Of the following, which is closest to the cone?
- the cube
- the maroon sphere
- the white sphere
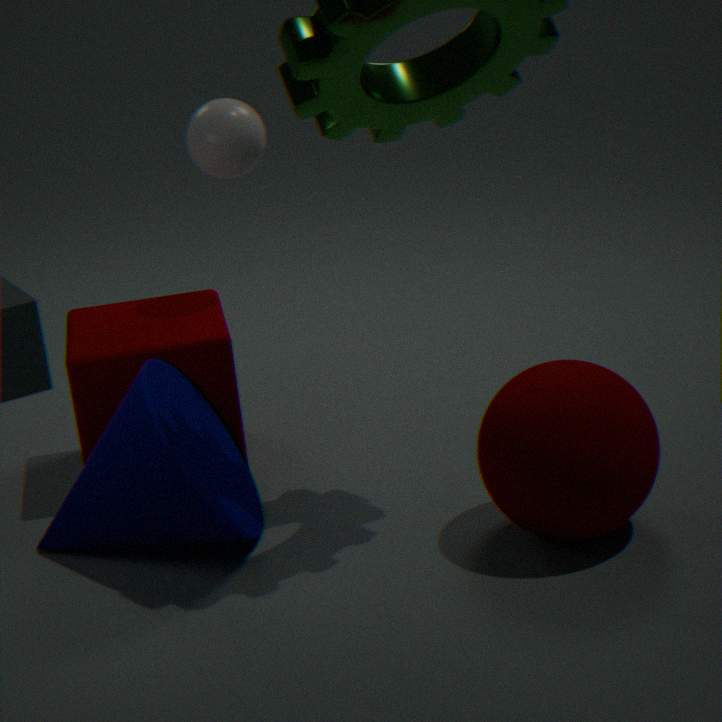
the cube
